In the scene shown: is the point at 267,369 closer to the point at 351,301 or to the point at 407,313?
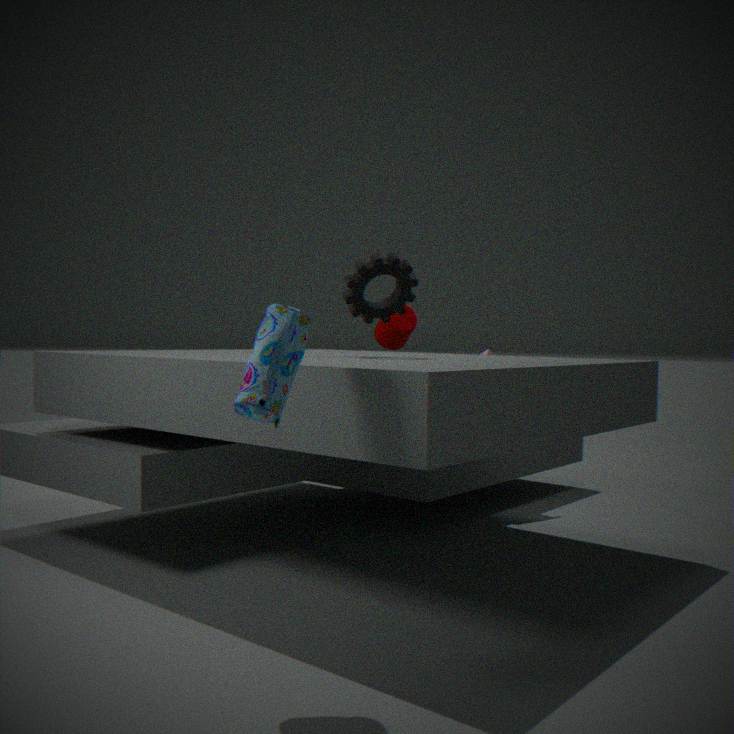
the point at 351,301
